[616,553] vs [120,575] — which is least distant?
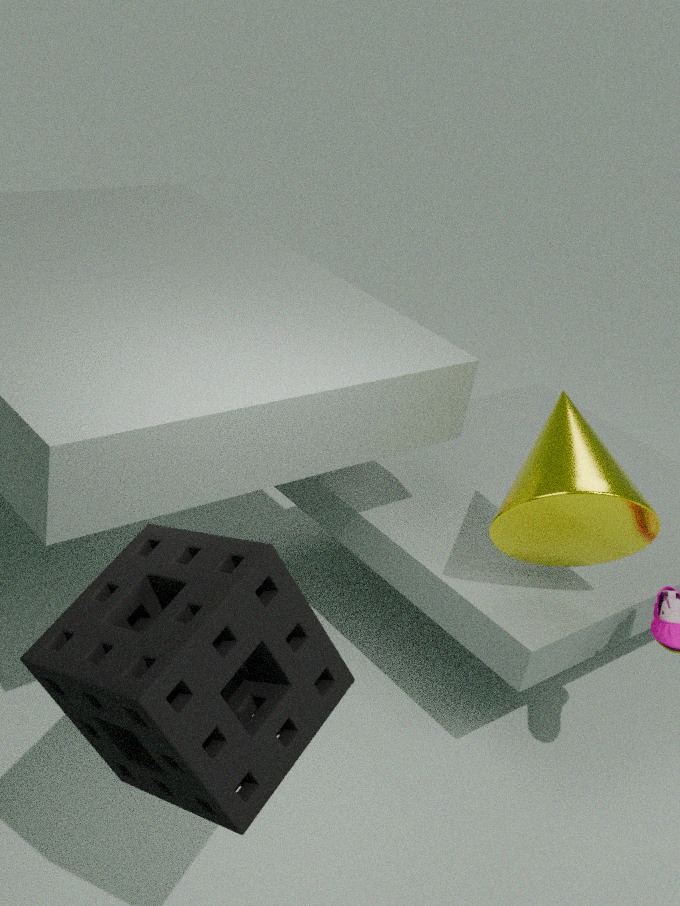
[120,575]
